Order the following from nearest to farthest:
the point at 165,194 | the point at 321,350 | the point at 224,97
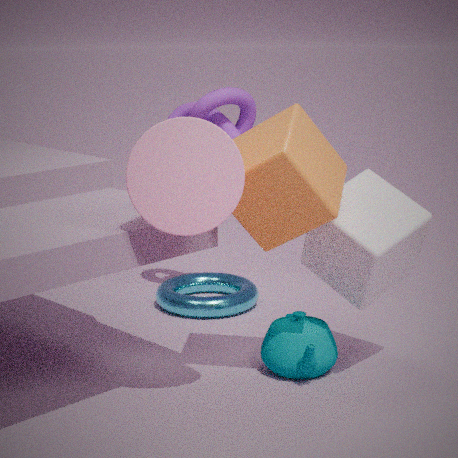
the point at 165,194 → the point at 321,350 → the point at 224,97
